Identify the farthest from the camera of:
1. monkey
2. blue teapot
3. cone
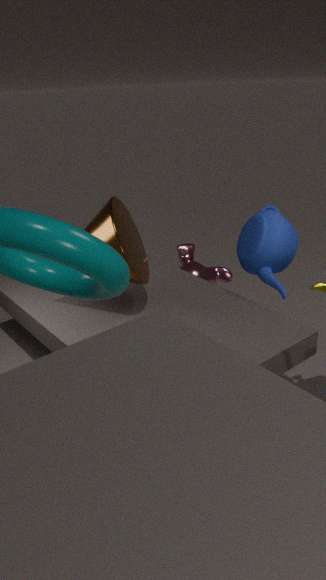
monkey
